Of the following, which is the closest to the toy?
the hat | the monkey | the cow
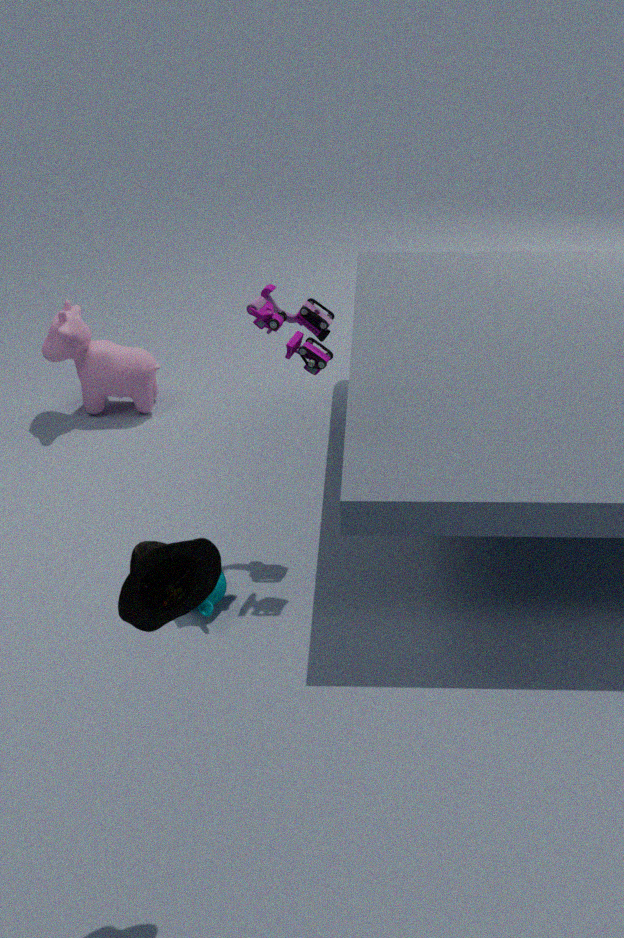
the monkey
